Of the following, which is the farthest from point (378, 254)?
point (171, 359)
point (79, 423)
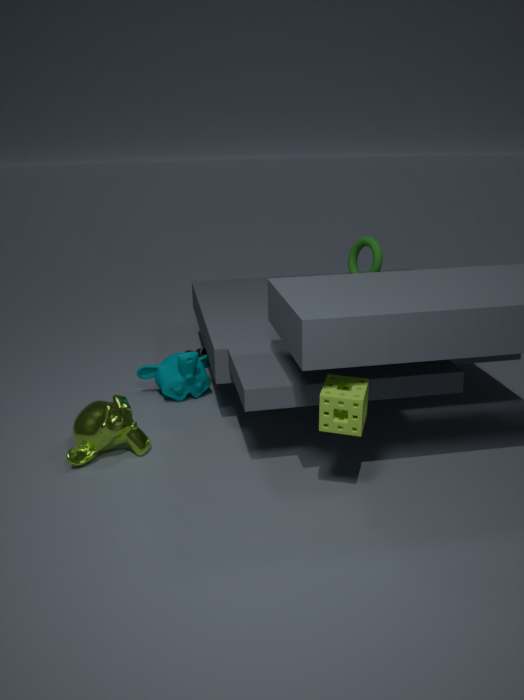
point (79, 423)
